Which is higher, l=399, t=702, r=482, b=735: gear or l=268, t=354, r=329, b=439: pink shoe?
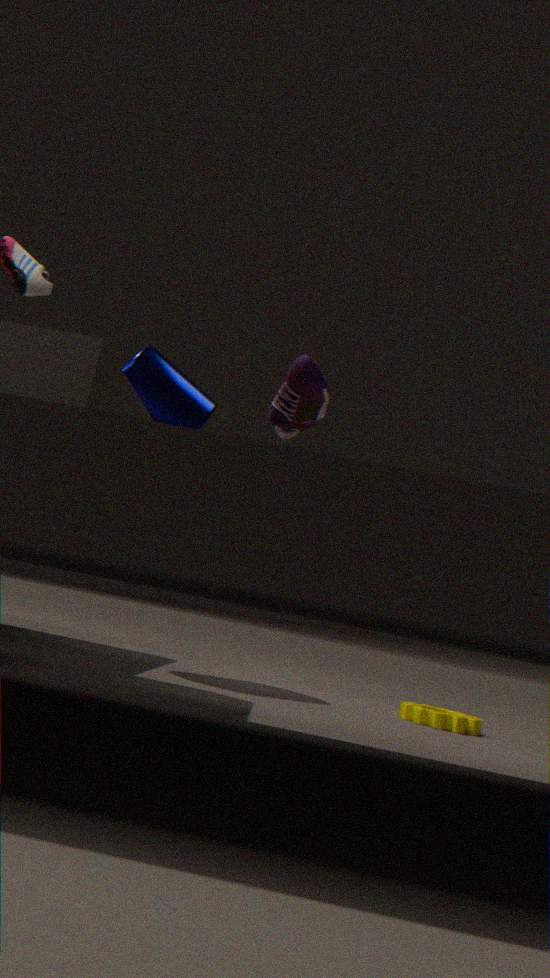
l=268, t=354, r=329, b=439: pink shoe
